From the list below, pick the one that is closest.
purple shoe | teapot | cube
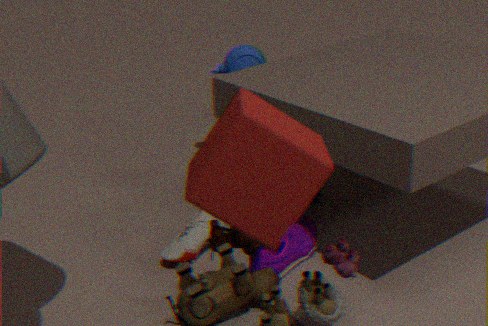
cube
